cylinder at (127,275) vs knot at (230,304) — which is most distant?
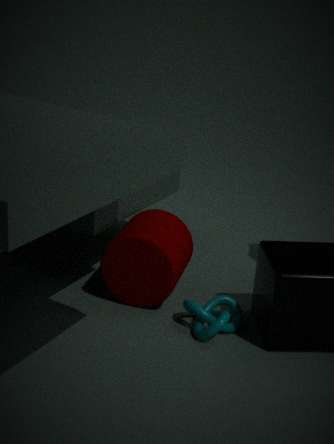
cylinder at (127,275)
